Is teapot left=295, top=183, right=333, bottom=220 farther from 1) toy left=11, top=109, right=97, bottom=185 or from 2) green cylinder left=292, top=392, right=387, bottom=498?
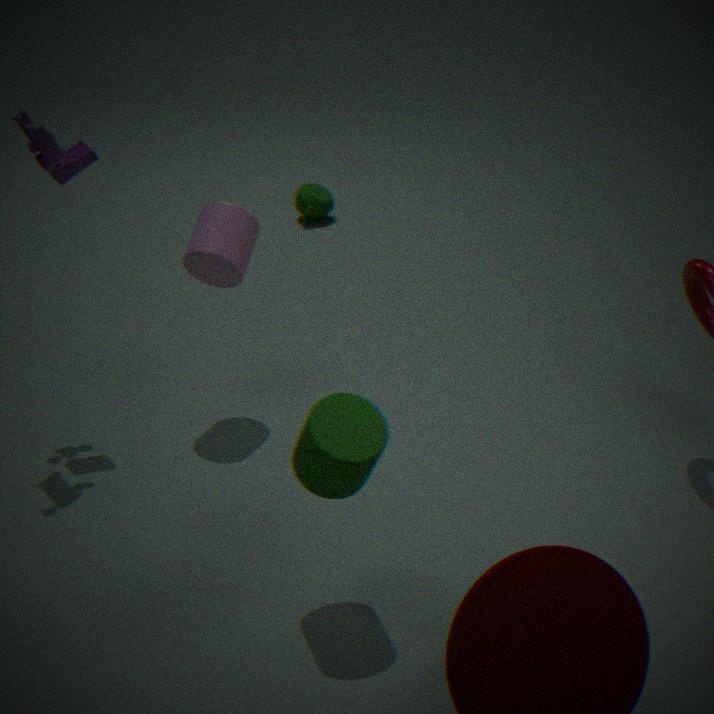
2) green cylinder left=292, top=392, right=387, bottom=498
